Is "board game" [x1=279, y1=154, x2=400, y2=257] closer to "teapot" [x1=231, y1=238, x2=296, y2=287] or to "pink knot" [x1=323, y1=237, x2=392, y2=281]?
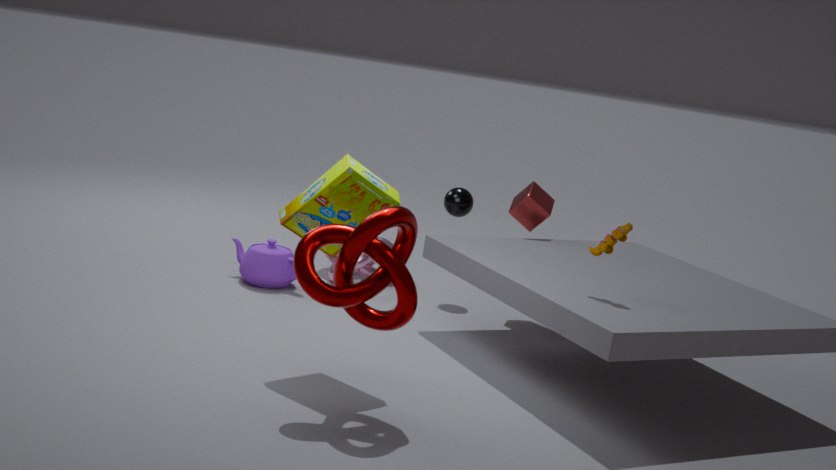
"teapot" [x1=231, y1=238, x2=296, y2=287]
